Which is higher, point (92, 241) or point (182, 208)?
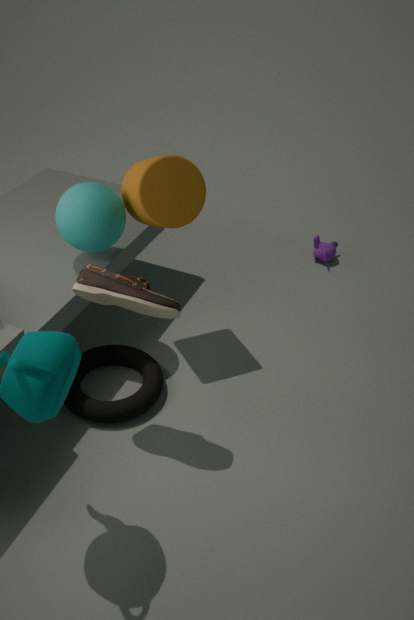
point (182, 208)
